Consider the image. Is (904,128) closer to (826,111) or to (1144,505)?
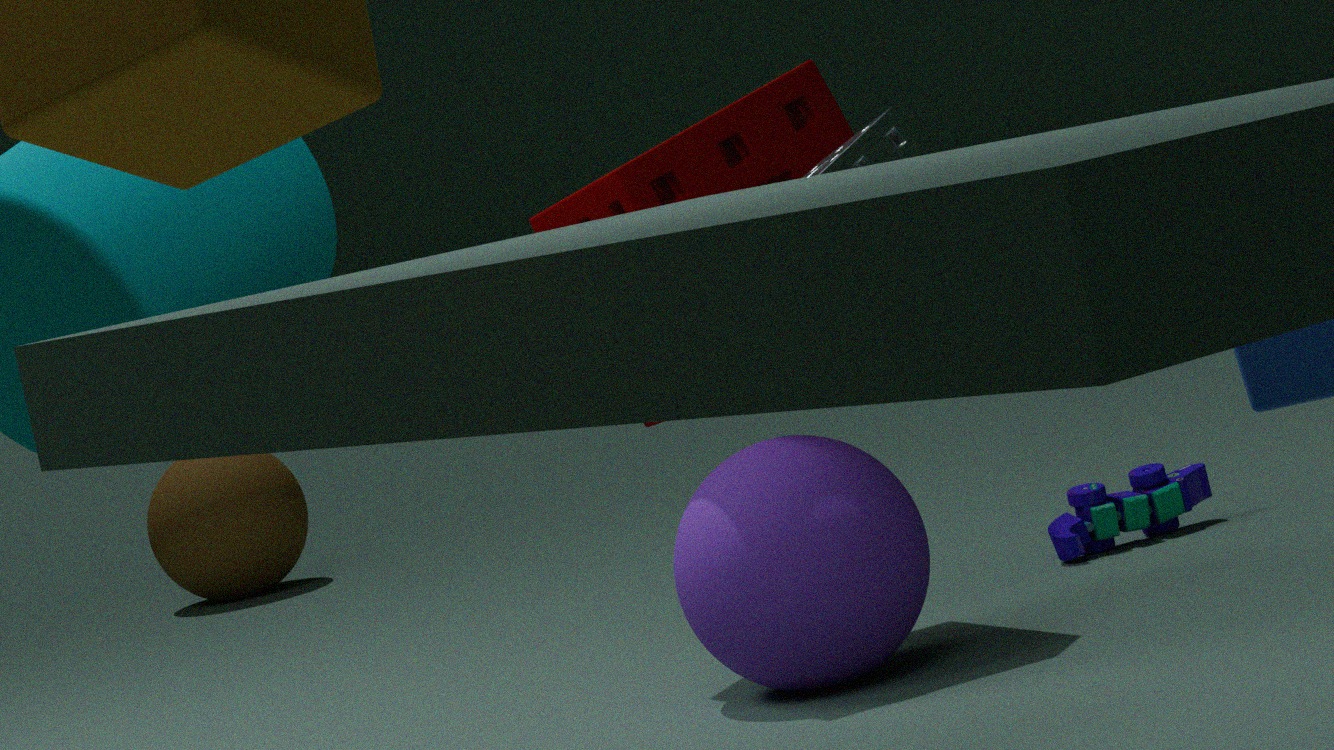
(826,111)
